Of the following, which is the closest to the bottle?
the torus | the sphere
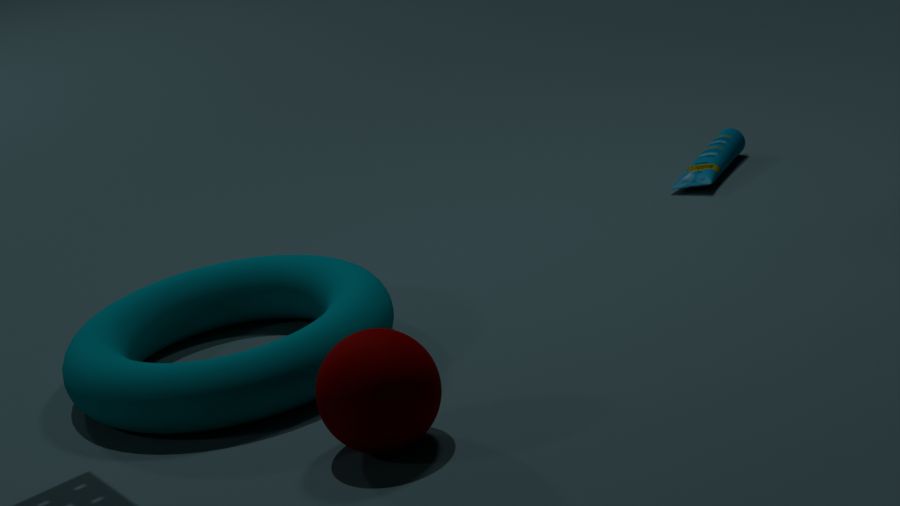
the torus
